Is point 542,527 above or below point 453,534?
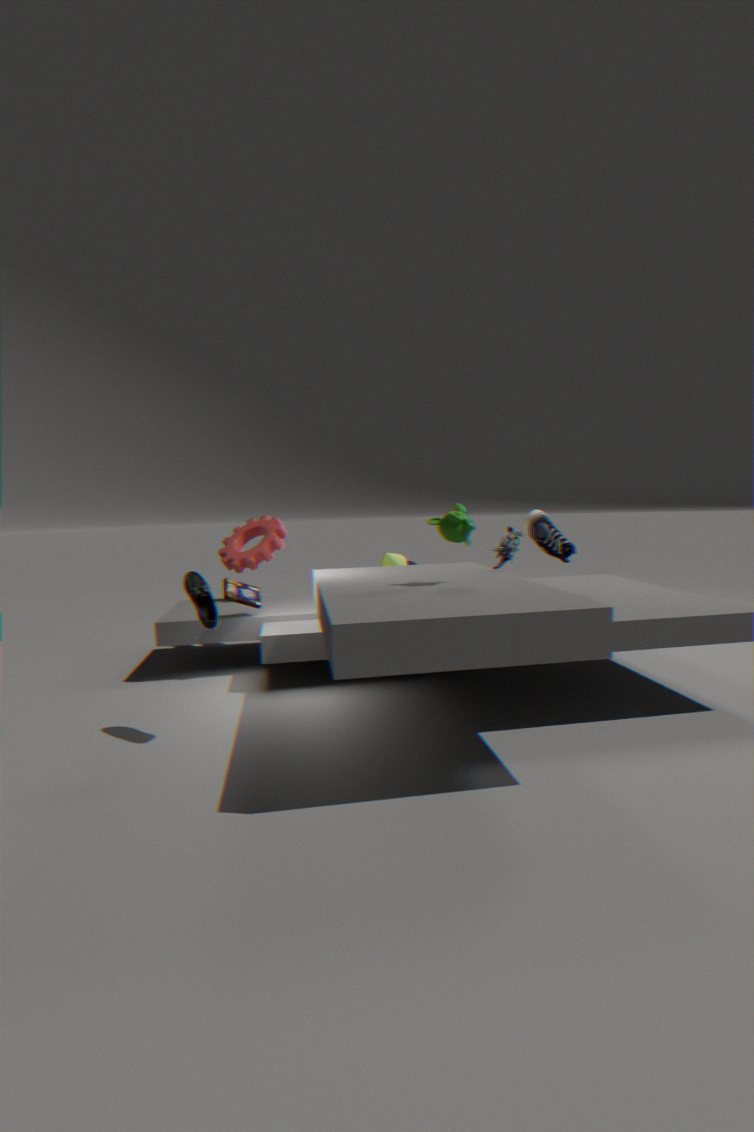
below
